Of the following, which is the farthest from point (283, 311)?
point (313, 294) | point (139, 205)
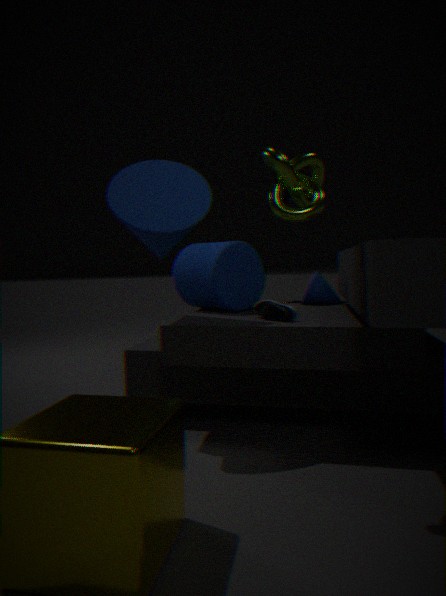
point (313, 294)
